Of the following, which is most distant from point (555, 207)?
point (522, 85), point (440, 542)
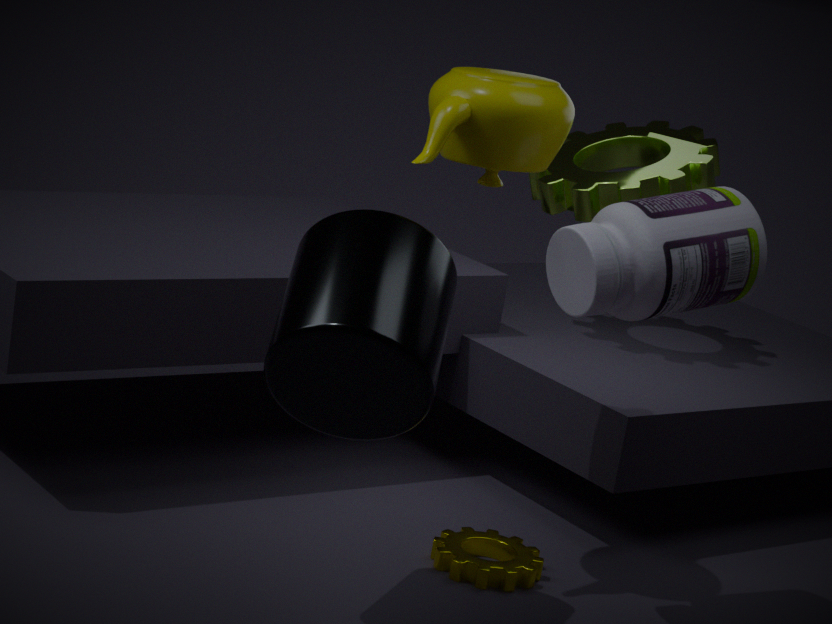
point (440, 542)
